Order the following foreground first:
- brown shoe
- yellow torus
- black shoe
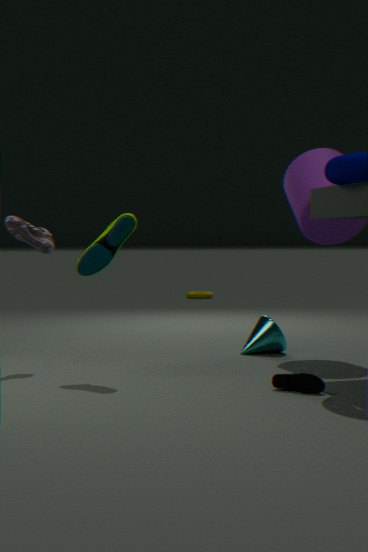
brown shoe, black shoe, yellow torus
